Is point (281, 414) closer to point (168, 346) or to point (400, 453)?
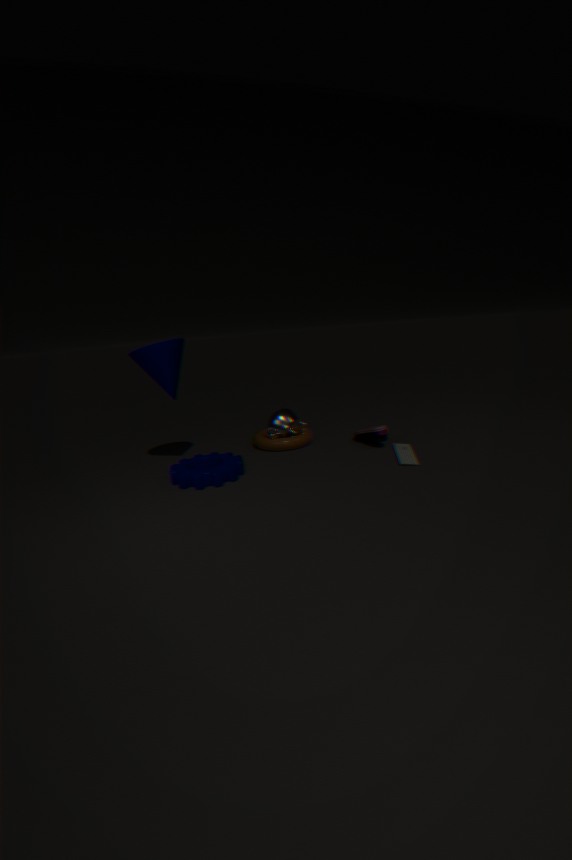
point (400, 453)
